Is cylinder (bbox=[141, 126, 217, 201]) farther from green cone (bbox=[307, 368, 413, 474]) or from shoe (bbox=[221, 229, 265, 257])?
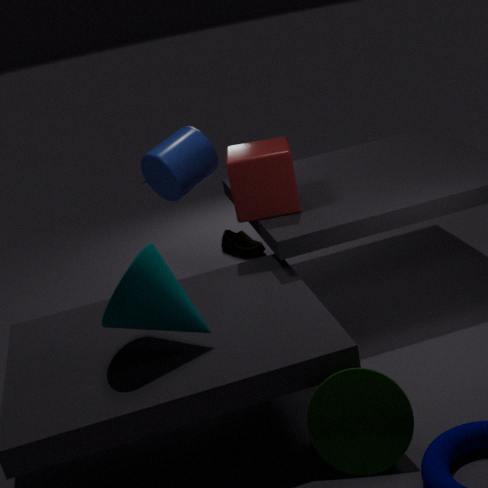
green cone (bbox=[307, 368, 413, 474])
